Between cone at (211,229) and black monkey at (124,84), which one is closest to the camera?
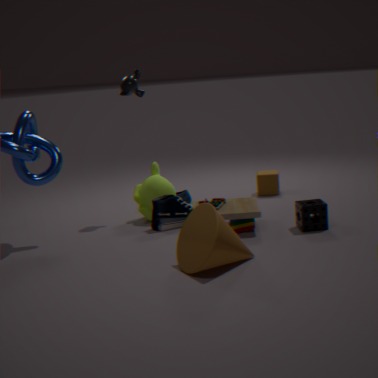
cone at (211,229)
